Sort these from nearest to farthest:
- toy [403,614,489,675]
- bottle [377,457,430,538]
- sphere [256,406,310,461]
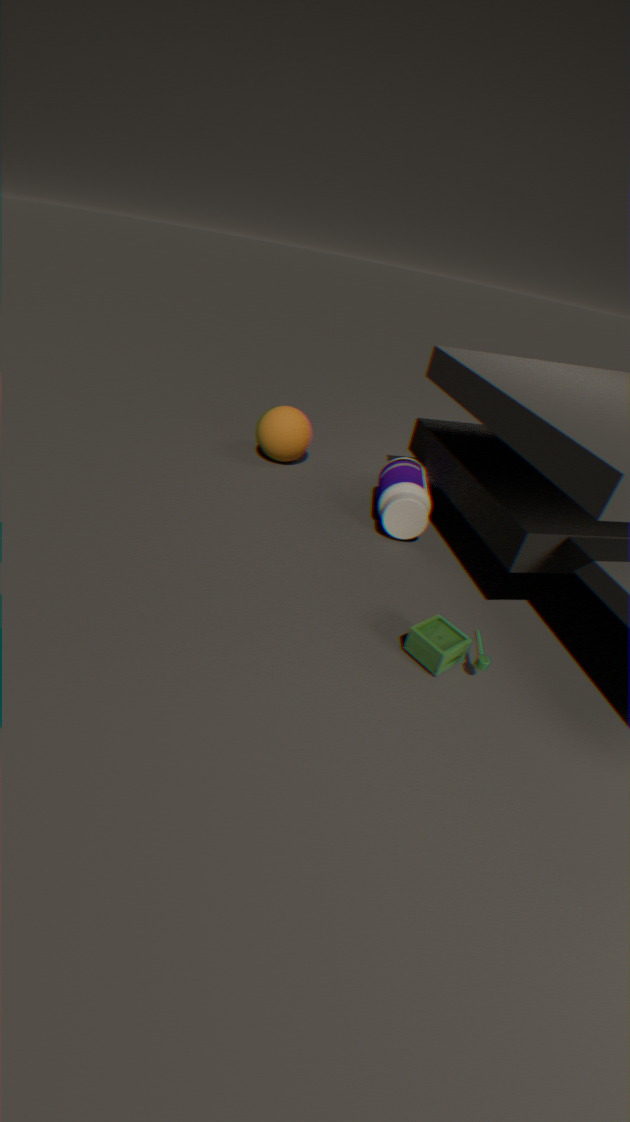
toy [403,614,489,675] < bottle [377,457,430,538] < sphere [256,406,310,461]
